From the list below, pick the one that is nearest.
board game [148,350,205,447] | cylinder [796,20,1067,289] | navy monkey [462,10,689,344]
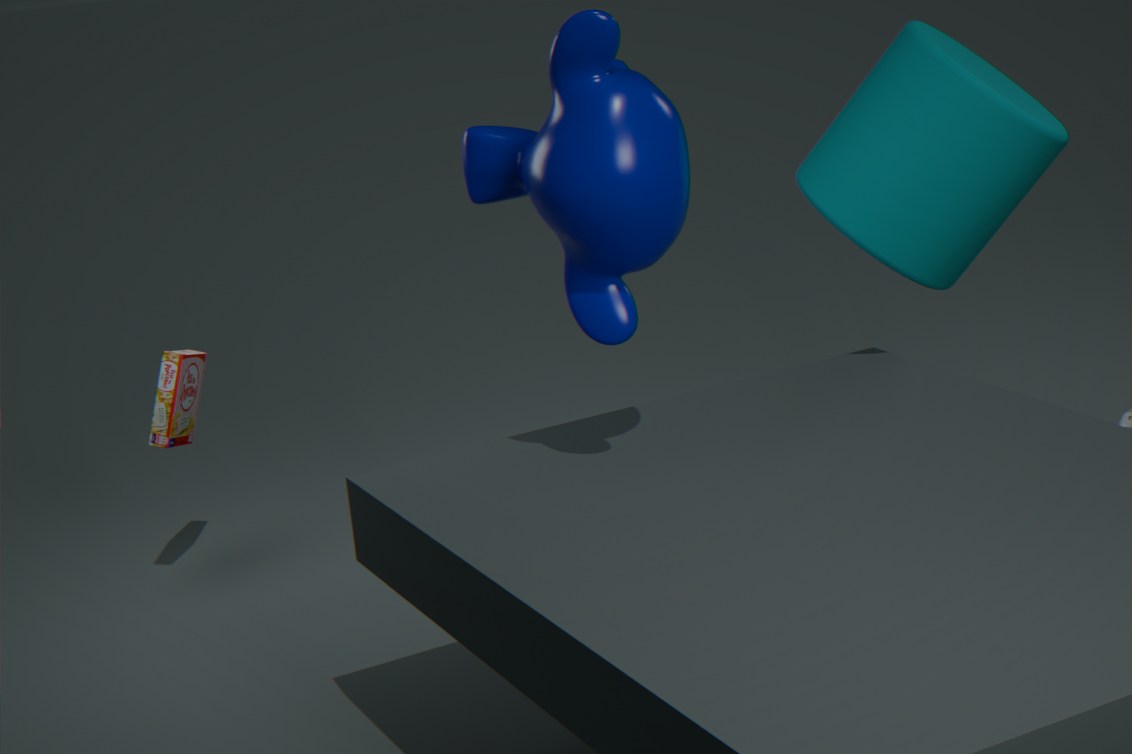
navy monkey [462,10,689,344]
